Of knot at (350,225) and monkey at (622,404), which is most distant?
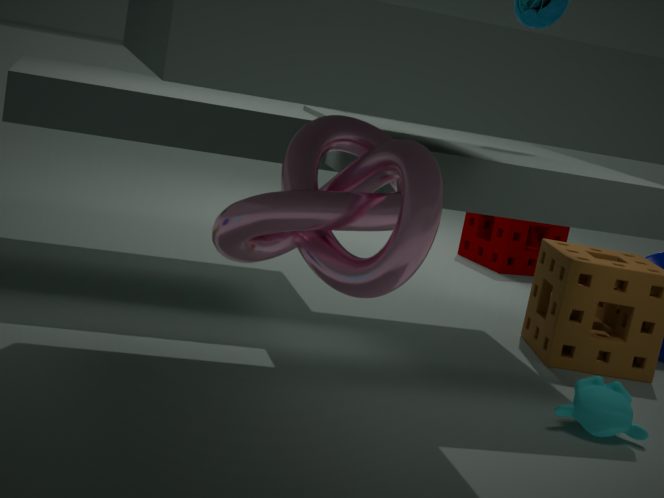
monkey at (622,404)
